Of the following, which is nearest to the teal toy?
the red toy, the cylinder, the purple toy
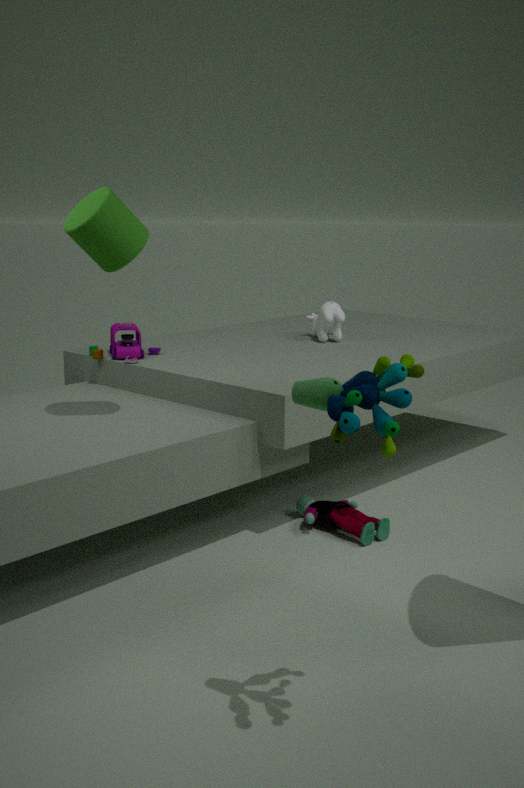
the cylinder
